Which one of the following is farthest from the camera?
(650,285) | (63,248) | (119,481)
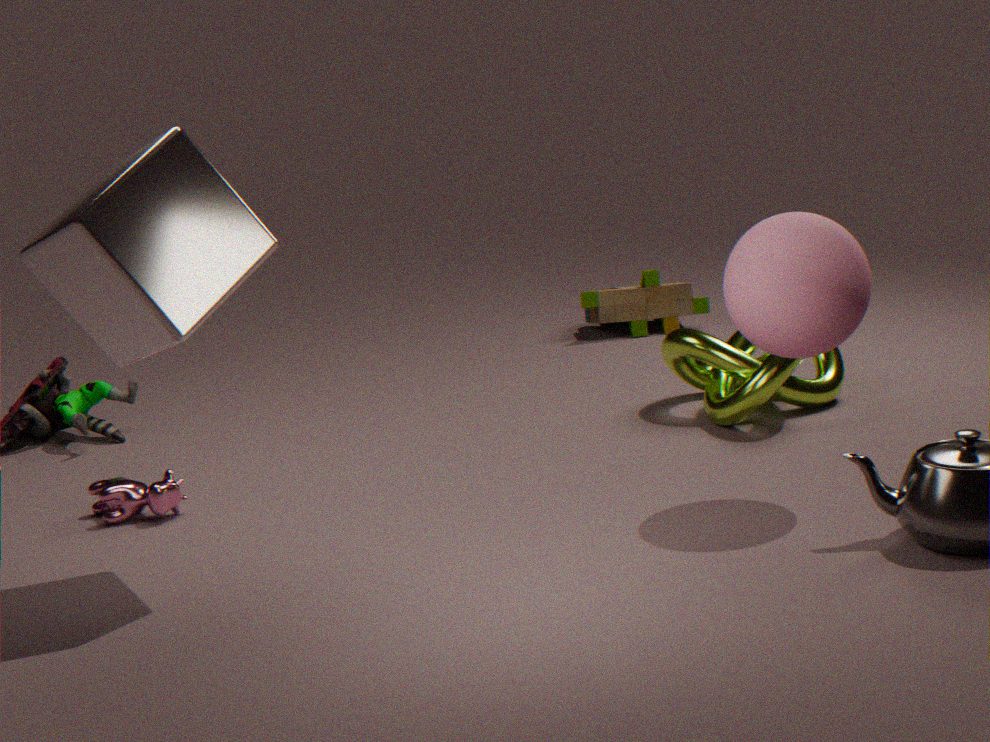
(650,285)
